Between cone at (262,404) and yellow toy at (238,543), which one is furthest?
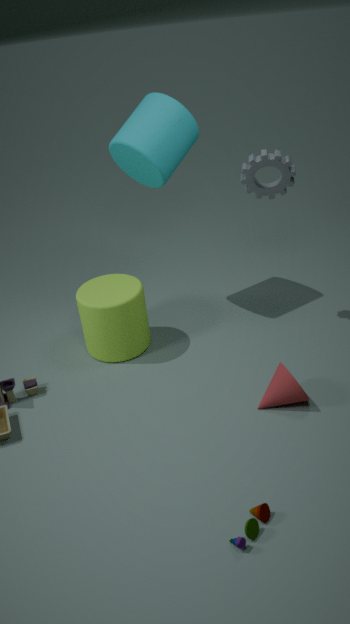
cone at (262,404)
